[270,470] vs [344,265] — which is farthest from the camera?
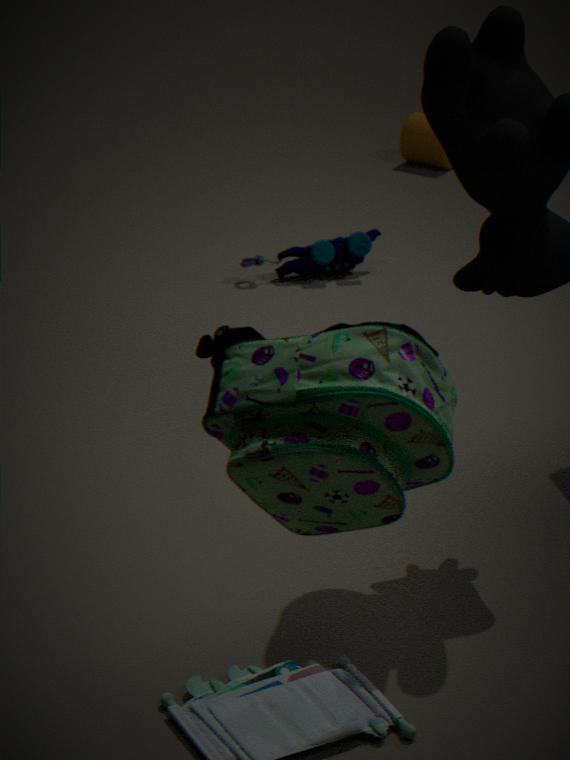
[344,265]
